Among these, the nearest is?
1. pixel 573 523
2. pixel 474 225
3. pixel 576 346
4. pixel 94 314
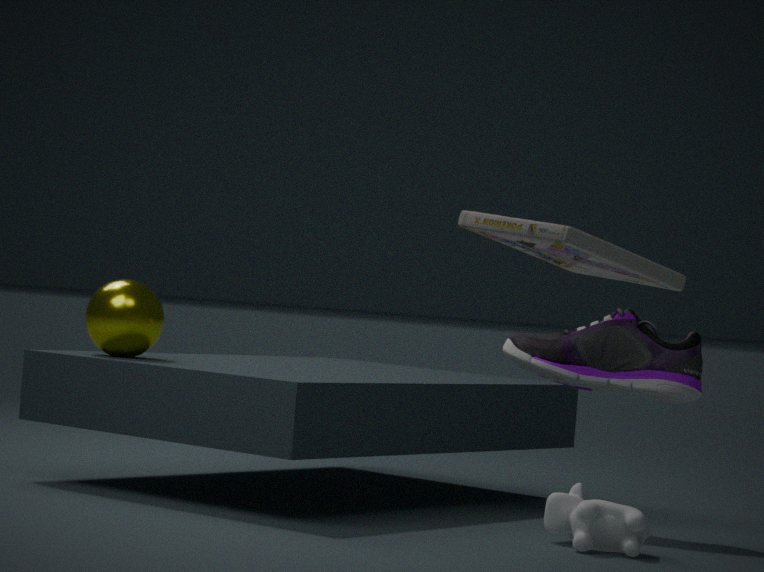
pixel 474 225
